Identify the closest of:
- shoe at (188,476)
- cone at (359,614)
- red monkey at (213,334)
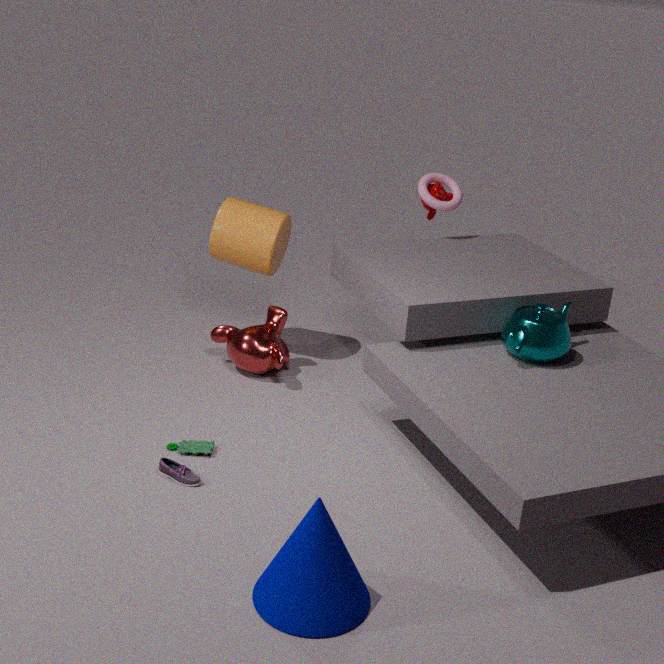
cone at (359,614)
